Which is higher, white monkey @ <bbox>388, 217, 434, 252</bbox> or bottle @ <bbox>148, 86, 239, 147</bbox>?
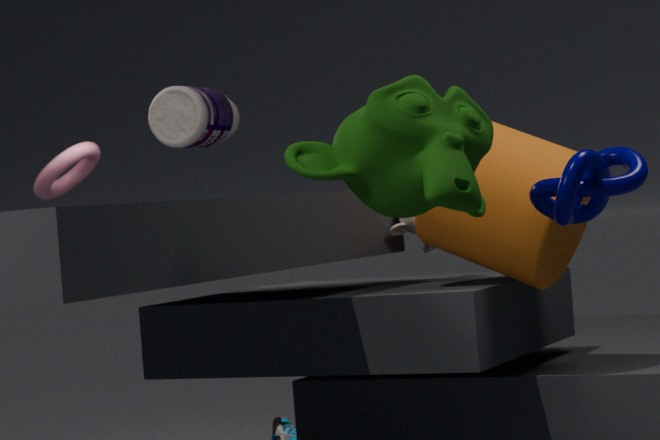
bottle @ <bbox>148, 86, 239, 147</bbox>
